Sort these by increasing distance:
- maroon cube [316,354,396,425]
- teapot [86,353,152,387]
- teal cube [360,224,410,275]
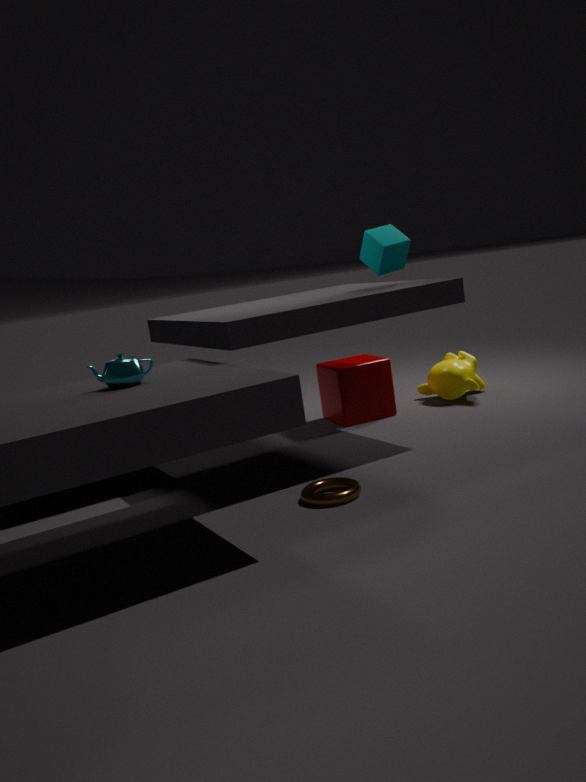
1. teapot [86,353,152,387]
2. teal cube [360,224,410,275]
3. maroon cube [316,354,396,425]
